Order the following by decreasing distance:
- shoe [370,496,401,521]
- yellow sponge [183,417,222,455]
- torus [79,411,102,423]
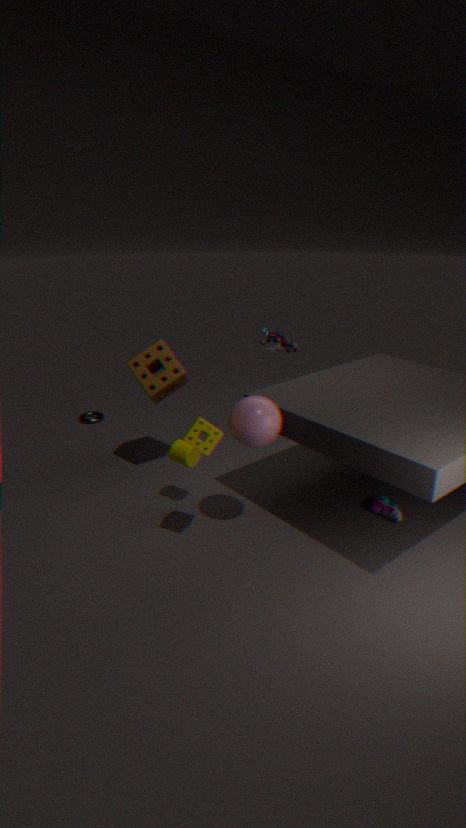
1. torus [79,411,102,423]
2. shoe [370,496,401,521]
3. yellow sponge [183,417,222,455]
